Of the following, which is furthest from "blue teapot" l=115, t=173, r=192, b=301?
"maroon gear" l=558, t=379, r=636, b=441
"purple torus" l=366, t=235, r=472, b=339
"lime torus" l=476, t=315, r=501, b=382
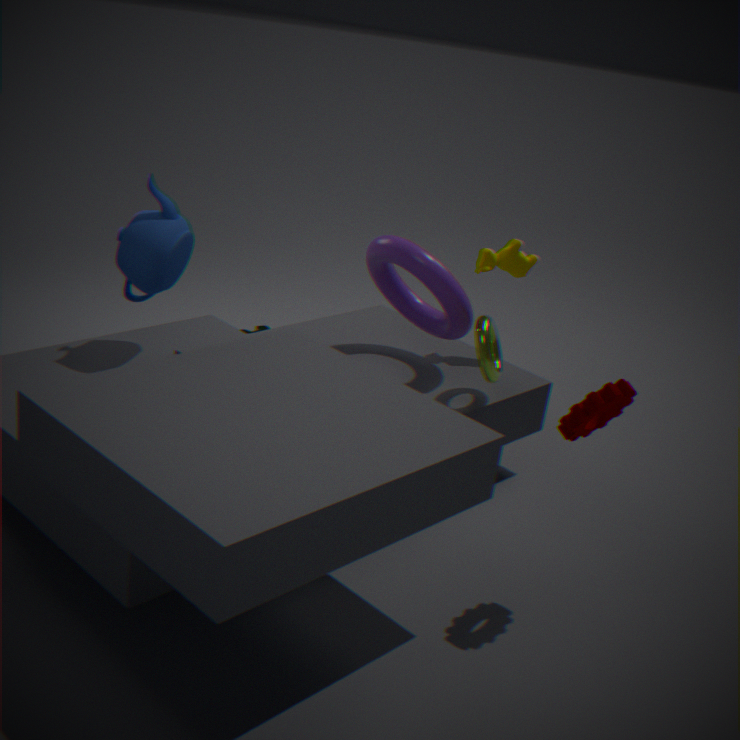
"maroon gear" l=558, t=379, r=636, b=441
